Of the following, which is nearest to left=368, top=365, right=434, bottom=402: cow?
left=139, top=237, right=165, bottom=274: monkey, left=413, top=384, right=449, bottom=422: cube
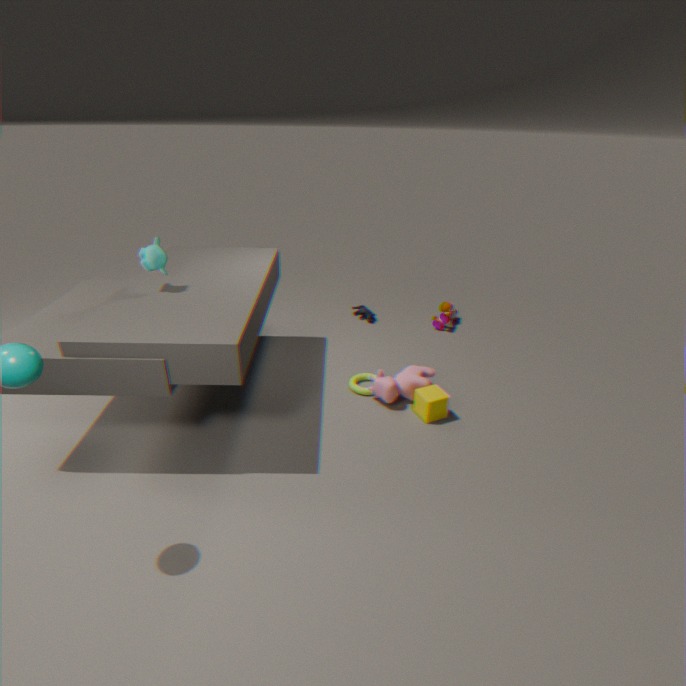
left=413, top=384, right=449, bottom=422: cube
